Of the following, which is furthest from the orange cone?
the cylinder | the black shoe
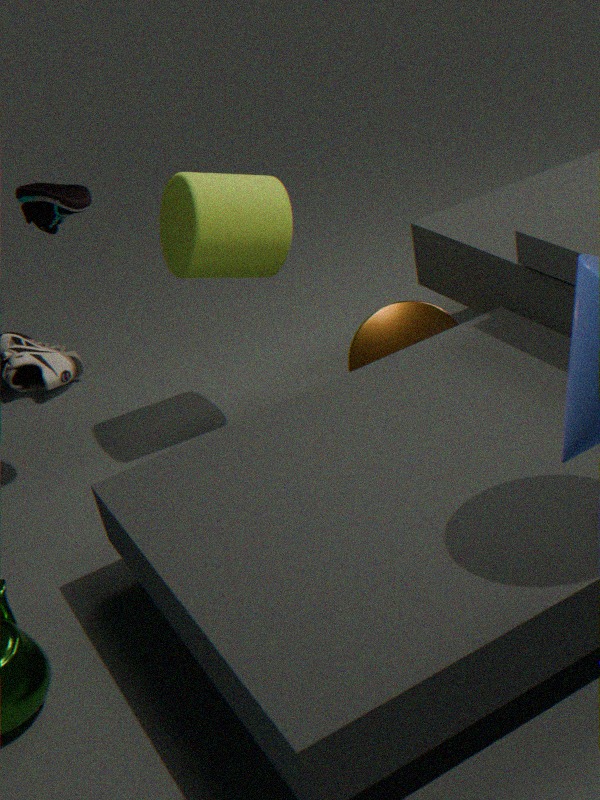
the black shoe
